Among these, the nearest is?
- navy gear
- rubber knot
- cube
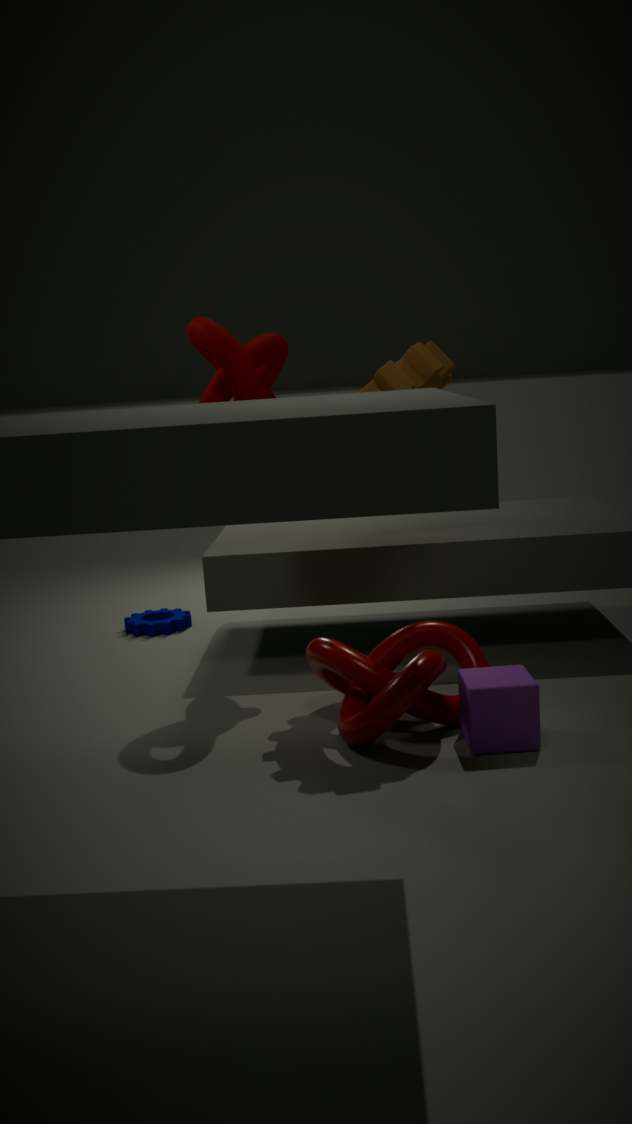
cube
